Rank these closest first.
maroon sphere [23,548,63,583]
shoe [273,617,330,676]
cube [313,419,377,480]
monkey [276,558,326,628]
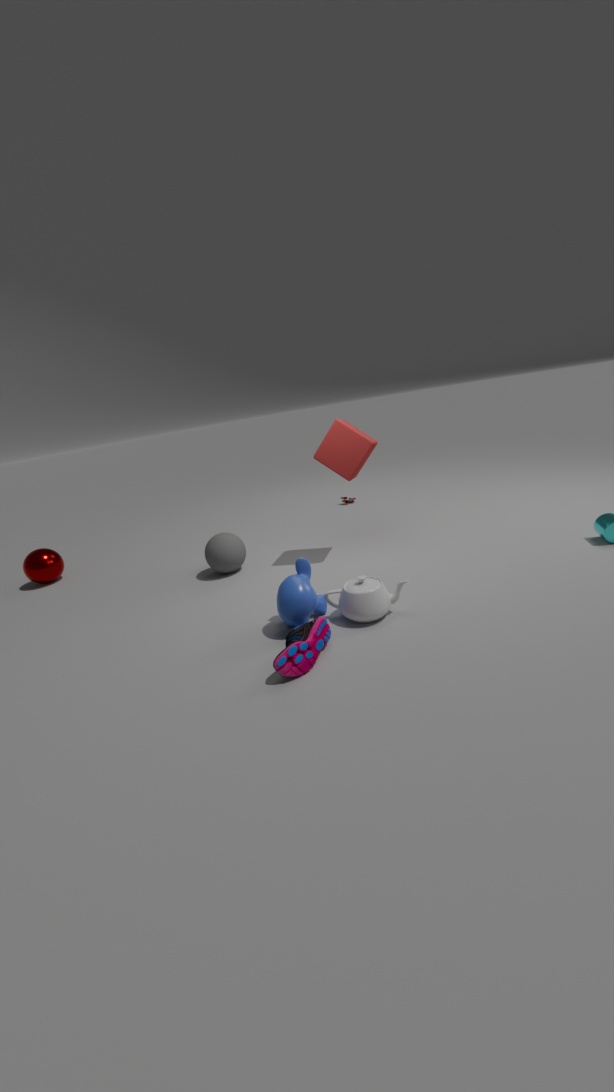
1. shoe [273,617,330,676]
2. monkey [276,558,326,628]
3. cube [313,419,377,480]
4. maroon sphere [23,548,63,583]
